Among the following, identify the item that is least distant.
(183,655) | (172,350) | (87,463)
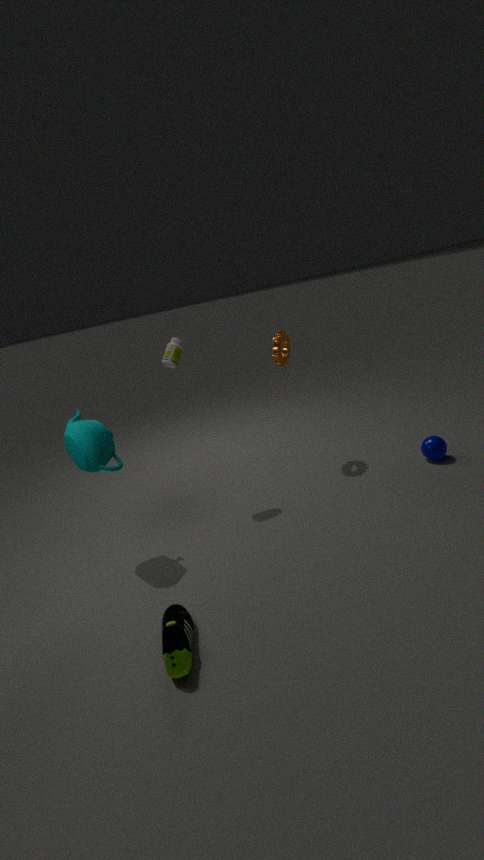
(183,655)
